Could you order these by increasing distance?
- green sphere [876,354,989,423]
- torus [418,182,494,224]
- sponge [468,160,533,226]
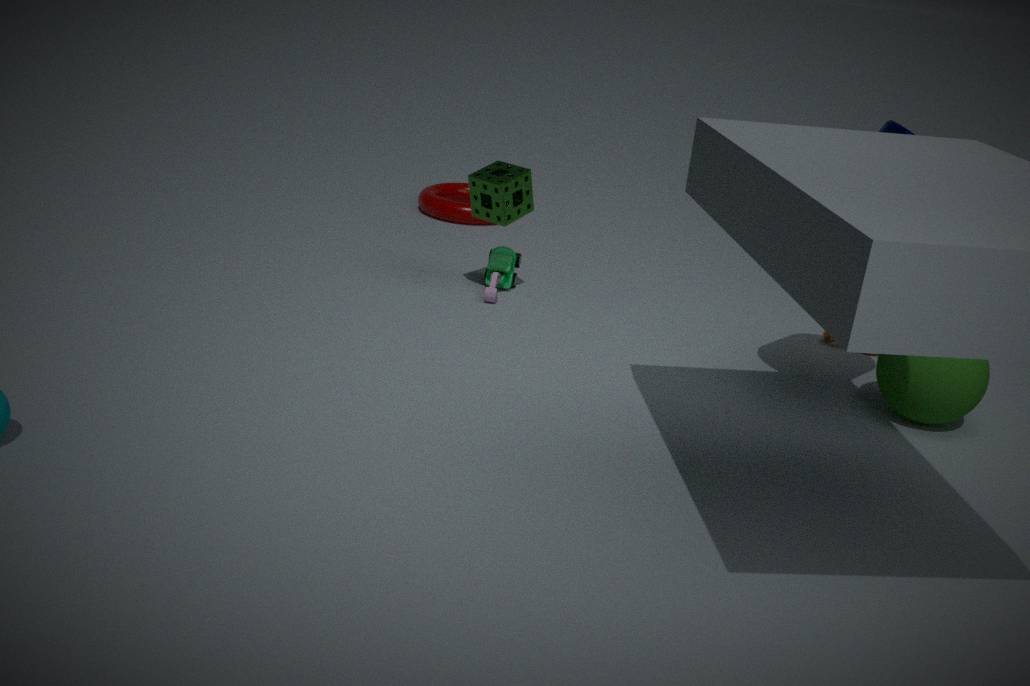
green sphere [876,354,989,423] → sponge [468,160,533,226] → torus [418,182,494,224]
